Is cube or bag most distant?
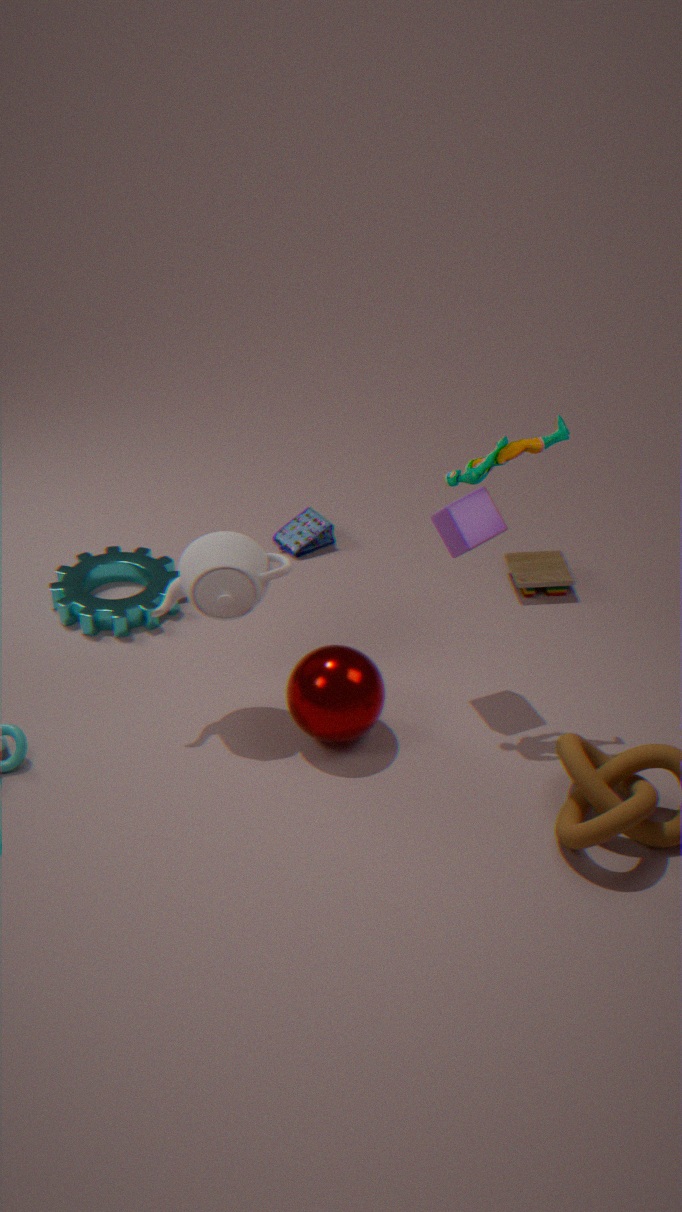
bag
